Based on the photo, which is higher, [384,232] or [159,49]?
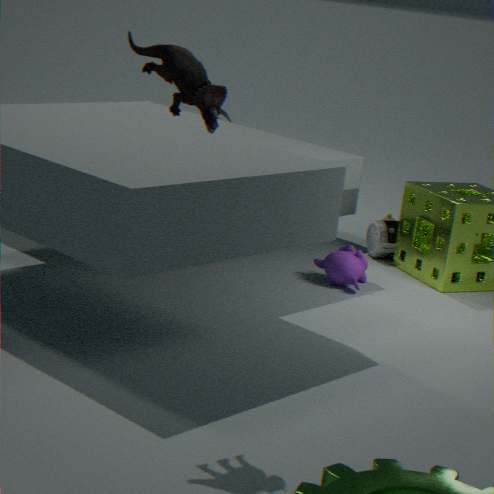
[159,49]
